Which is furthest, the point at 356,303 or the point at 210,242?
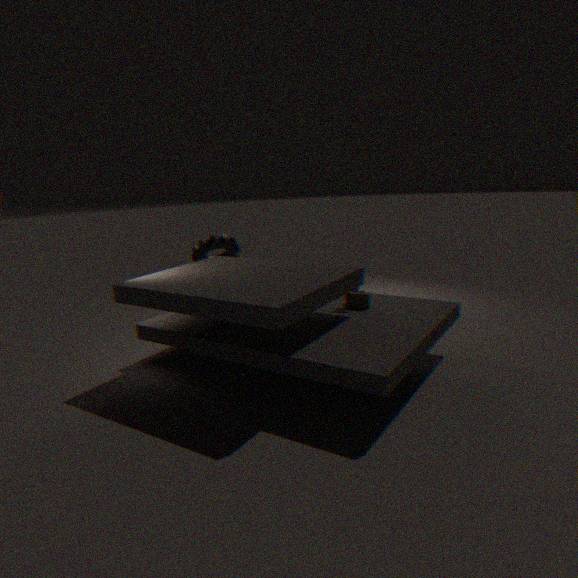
the point at 210,242
